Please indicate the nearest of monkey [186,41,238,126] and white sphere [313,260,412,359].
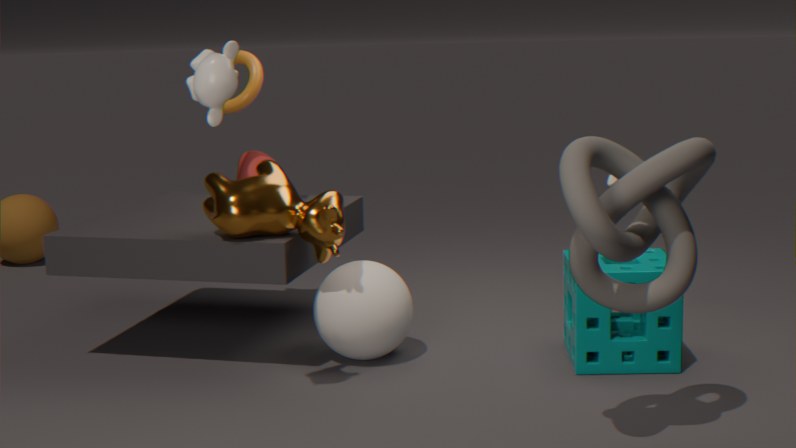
monkey [186,41,238,126]
